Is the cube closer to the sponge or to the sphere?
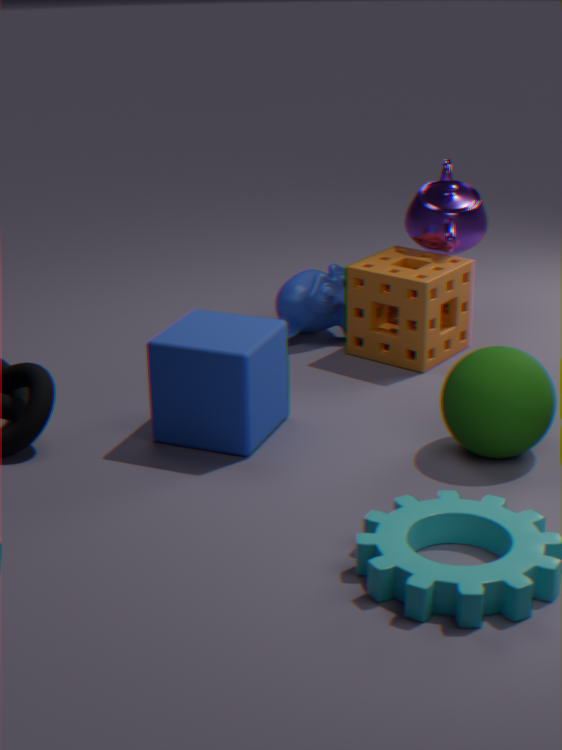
the sphere
